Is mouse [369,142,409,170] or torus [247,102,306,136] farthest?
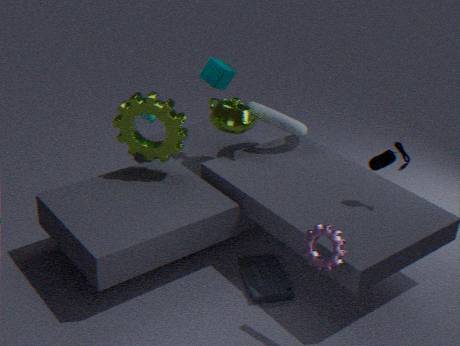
torus [247,102,306,136]
